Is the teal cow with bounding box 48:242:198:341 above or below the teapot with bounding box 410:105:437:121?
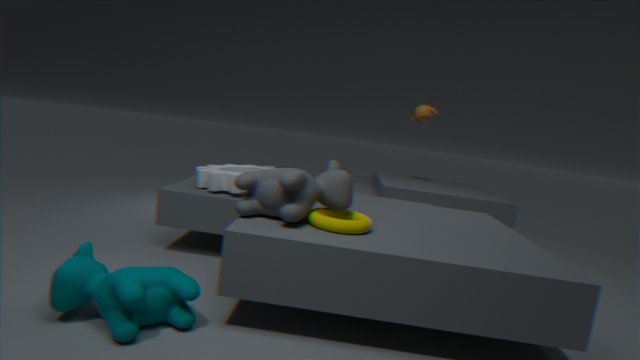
below
